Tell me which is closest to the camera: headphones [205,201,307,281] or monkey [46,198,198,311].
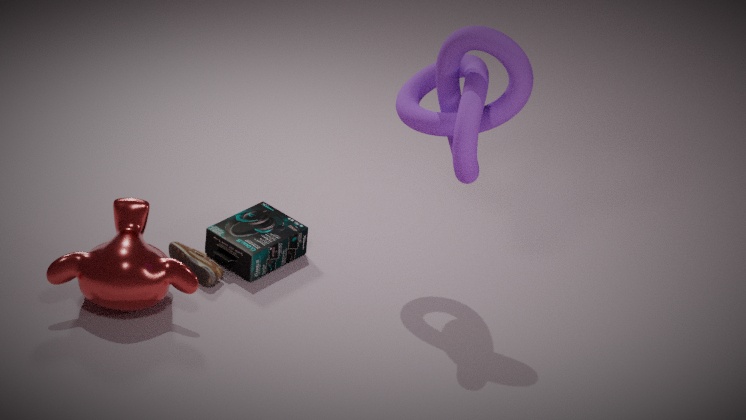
monkey [46,198,198,311]
